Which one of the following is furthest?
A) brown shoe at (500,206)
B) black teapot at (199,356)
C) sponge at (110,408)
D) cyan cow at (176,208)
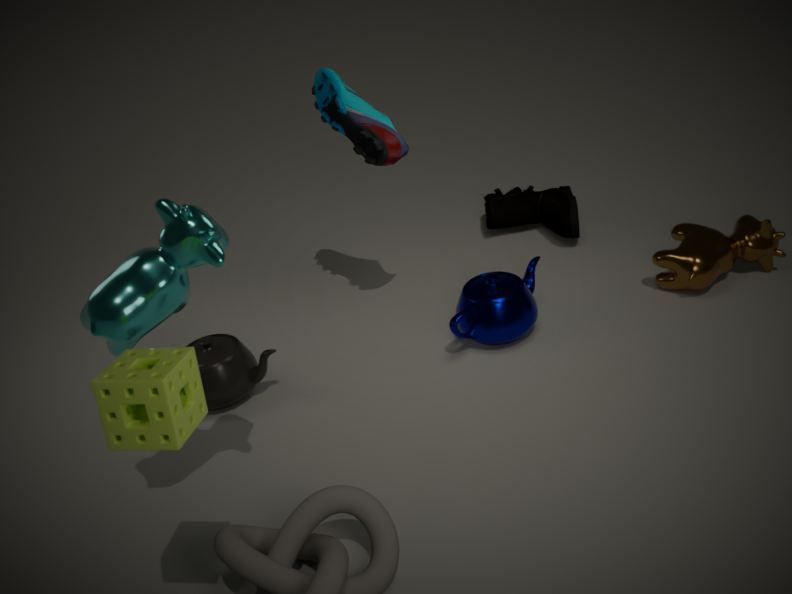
brown shoe at (500,206)
